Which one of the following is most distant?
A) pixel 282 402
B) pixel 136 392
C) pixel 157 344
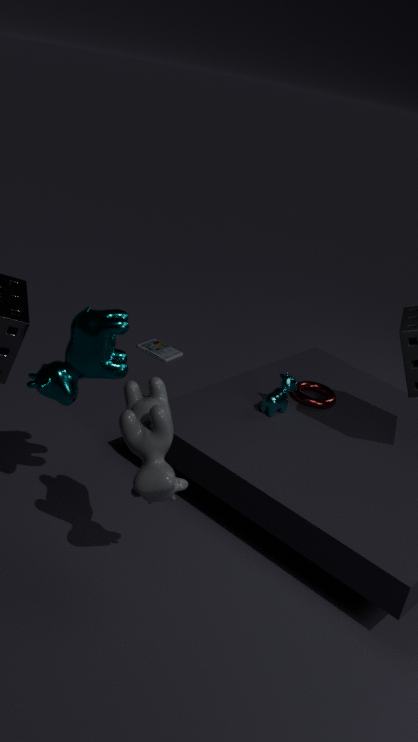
pixel 157 344
